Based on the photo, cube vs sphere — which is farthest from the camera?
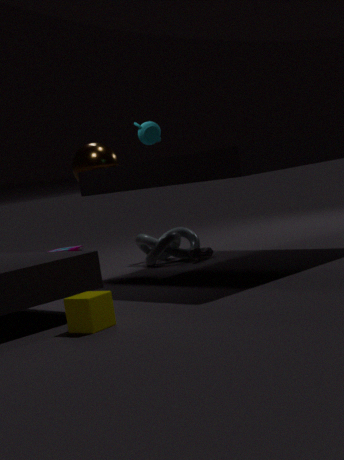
sphere
